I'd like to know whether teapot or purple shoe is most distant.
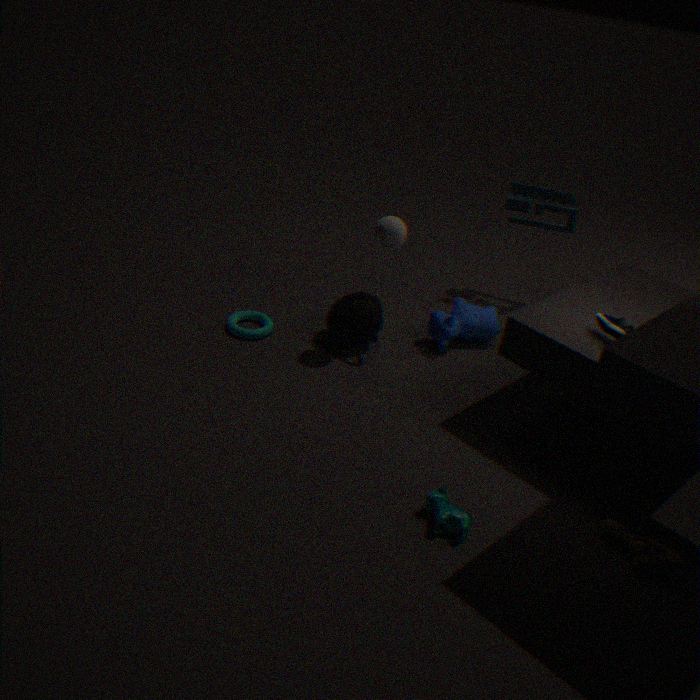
teapot
